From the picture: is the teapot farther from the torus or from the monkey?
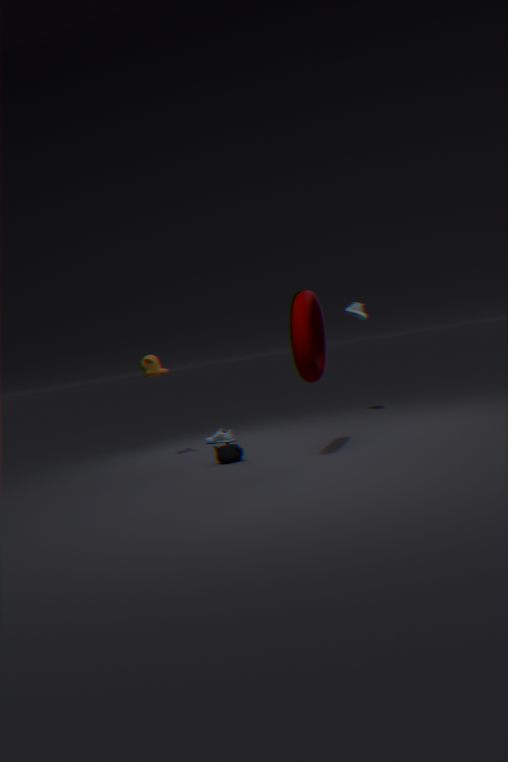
the monkey
